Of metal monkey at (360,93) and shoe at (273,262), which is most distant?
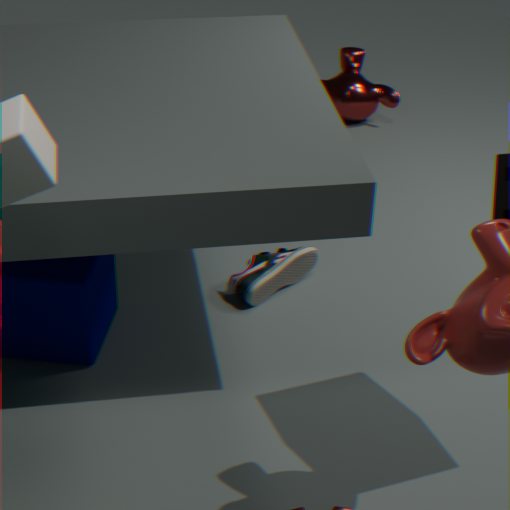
metal monkey at (360,93)
